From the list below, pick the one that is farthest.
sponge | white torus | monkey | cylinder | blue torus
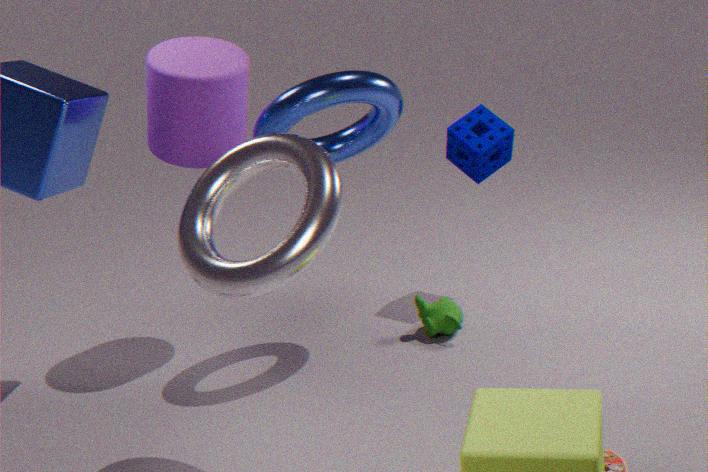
sponge
